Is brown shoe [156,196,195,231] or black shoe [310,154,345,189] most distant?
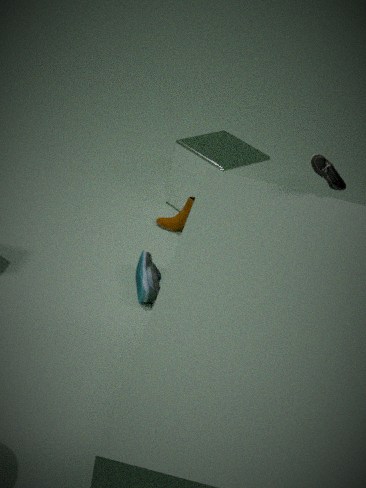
brown shoe [156,196,195,231]
